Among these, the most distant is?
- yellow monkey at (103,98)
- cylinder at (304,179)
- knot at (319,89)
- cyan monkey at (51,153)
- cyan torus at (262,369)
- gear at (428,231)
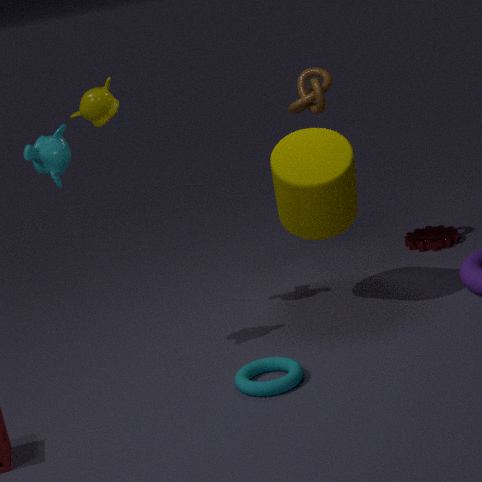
gear at (428,231)
